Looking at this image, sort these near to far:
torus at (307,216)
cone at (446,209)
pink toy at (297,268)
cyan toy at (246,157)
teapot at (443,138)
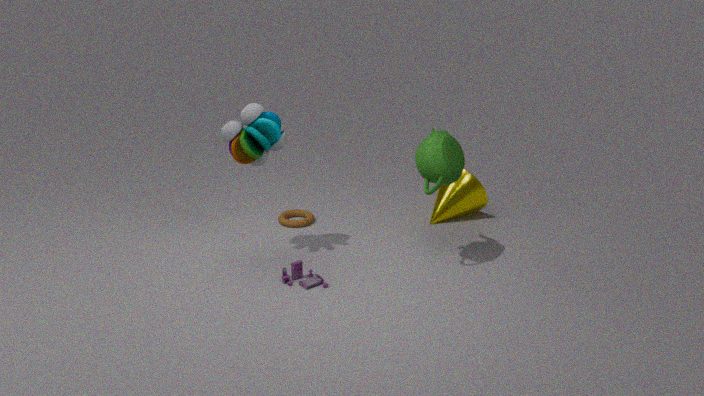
1. teapot at (443,138)
2. pink toy at (297,268)
3. cyan toy at (246,157)
4. torus at (307,216)
5. cone at (446,209)
